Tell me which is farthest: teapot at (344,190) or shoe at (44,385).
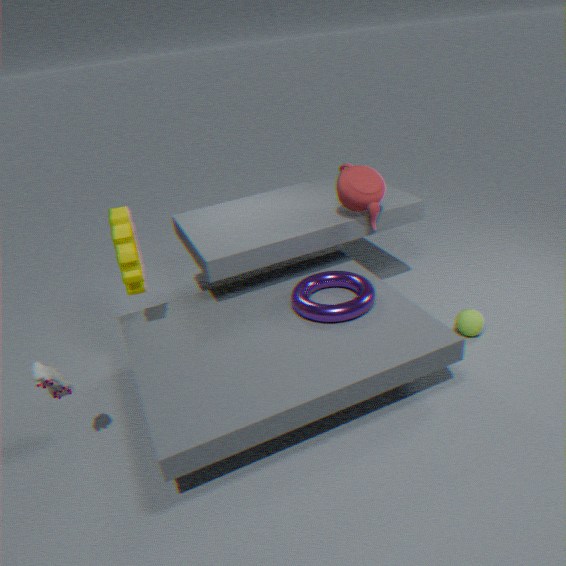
teapot at (344,190)
